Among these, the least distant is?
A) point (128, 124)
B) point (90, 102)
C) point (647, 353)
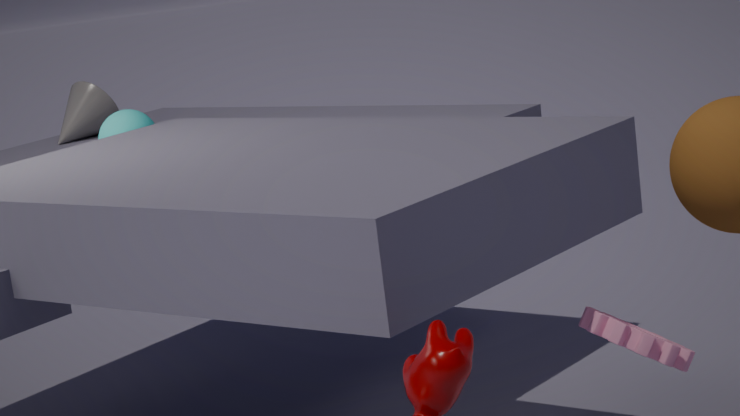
point (647, 353)
